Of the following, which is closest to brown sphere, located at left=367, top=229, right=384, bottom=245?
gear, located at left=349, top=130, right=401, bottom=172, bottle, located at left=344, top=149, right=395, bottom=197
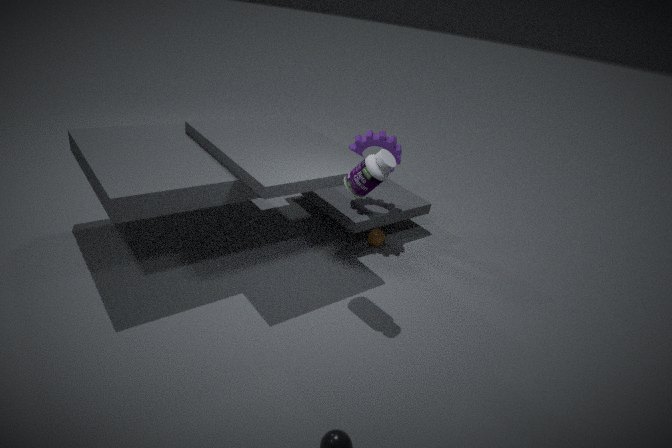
gear, located at left=349, top=130, right=401, bottom=172
